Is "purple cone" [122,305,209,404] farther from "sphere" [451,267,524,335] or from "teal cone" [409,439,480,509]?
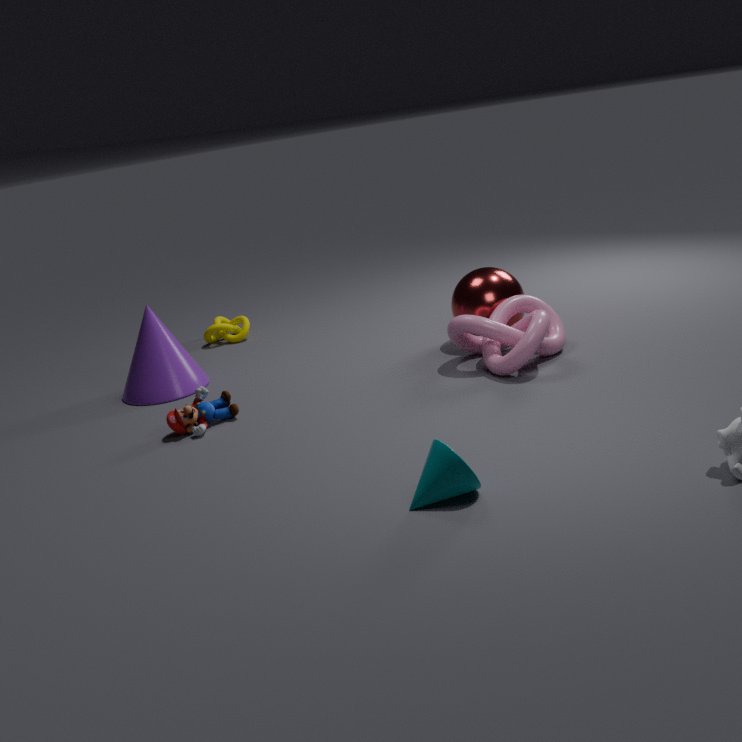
"teal cone" [409,439,480,509]
